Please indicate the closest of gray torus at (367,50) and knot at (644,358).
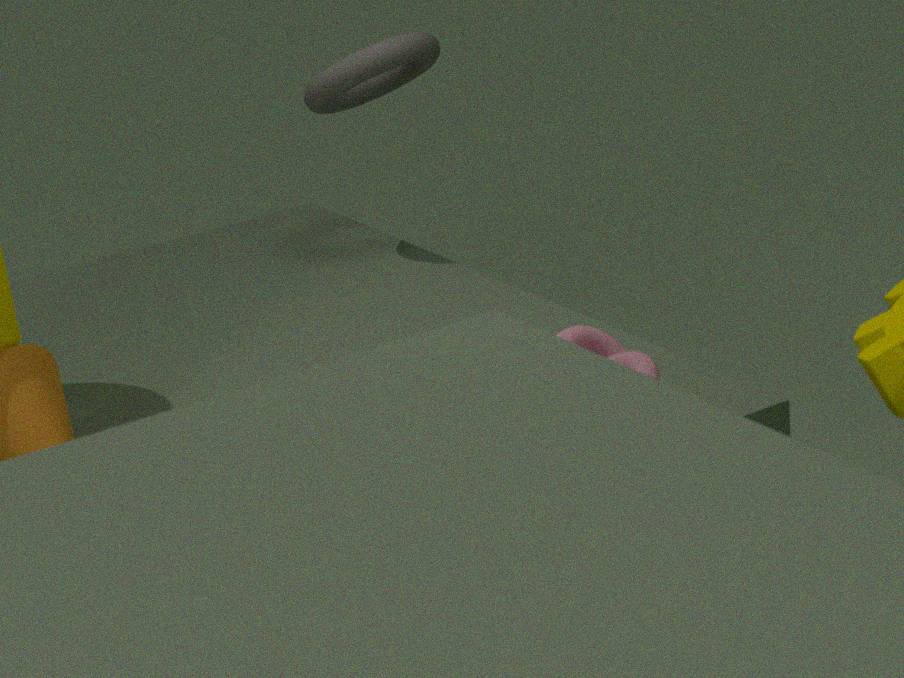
knot at (644,358)
